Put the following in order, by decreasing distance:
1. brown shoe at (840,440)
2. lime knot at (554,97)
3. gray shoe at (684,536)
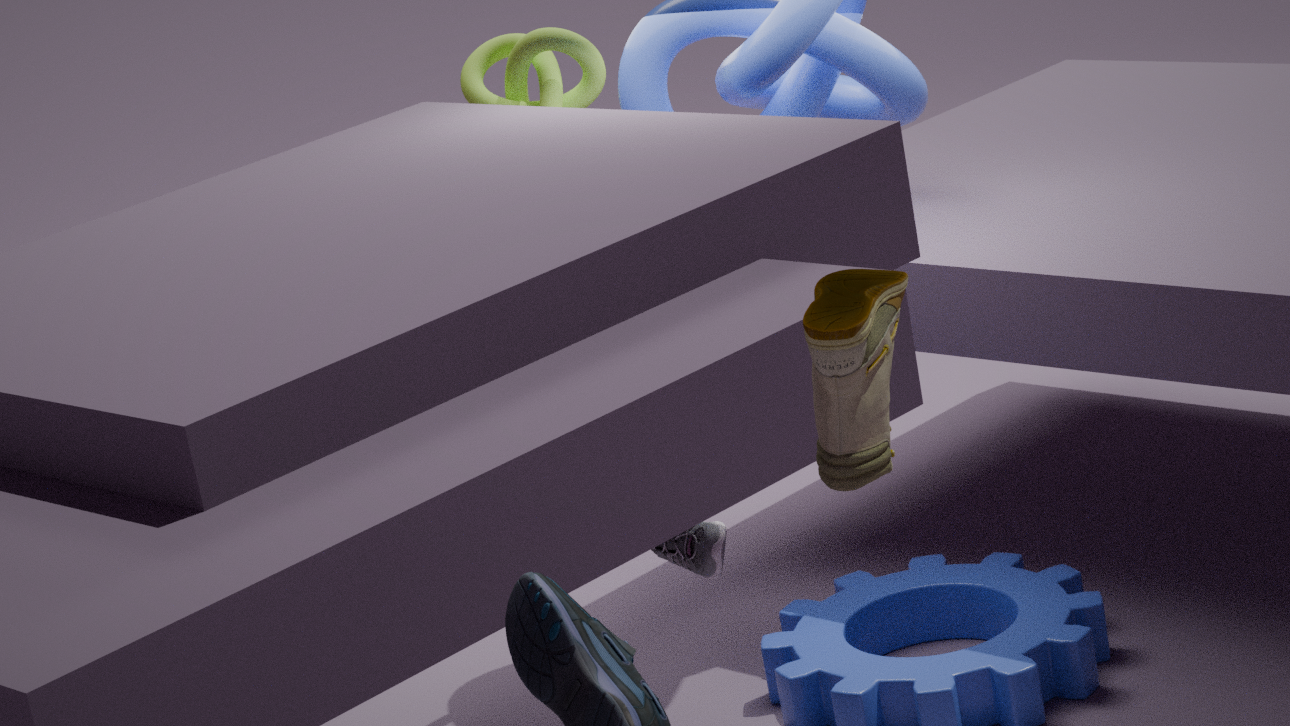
1. lime knot at (554,97)
2. gray shoe at (684,536)
3. brown shoe at (840,440)
